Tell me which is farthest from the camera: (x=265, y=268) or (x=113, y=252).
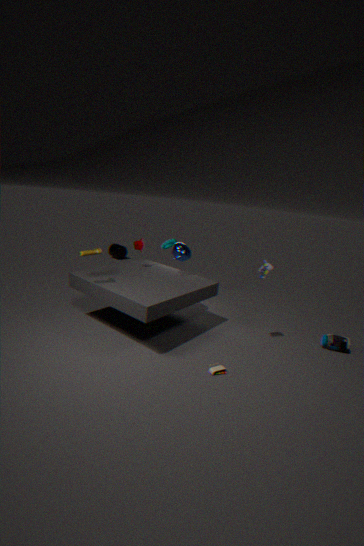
(x=113, y=252)
